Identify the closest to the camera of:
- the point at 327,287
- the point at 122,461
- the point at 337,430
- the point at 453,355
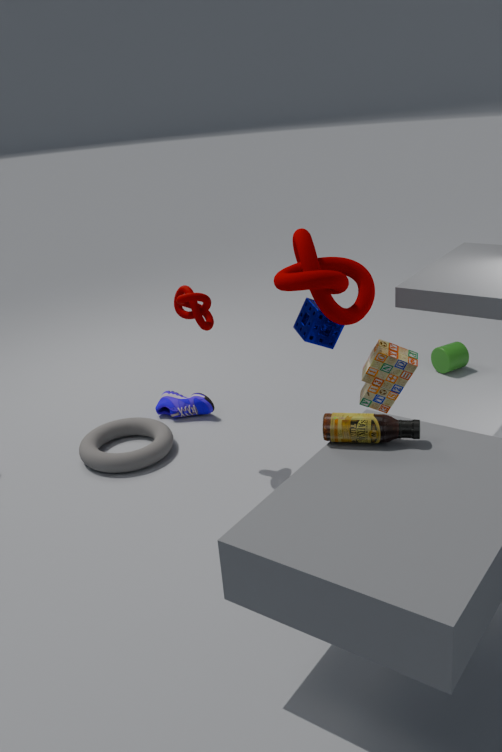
the point at 337,430
